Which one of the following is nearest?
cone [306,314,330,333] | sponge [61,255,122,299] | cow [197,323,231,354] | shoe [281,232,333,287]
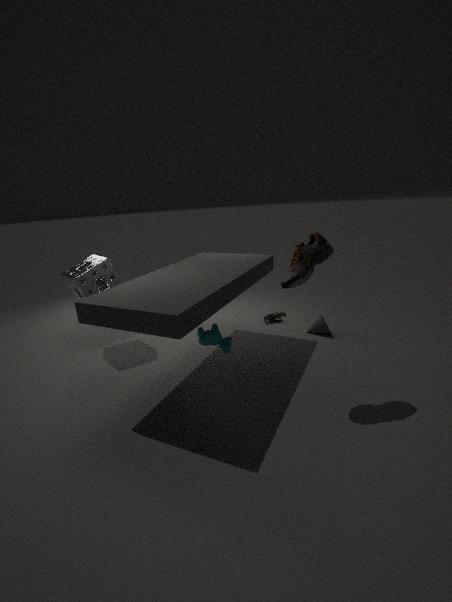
shoe [281,232,333,287]
